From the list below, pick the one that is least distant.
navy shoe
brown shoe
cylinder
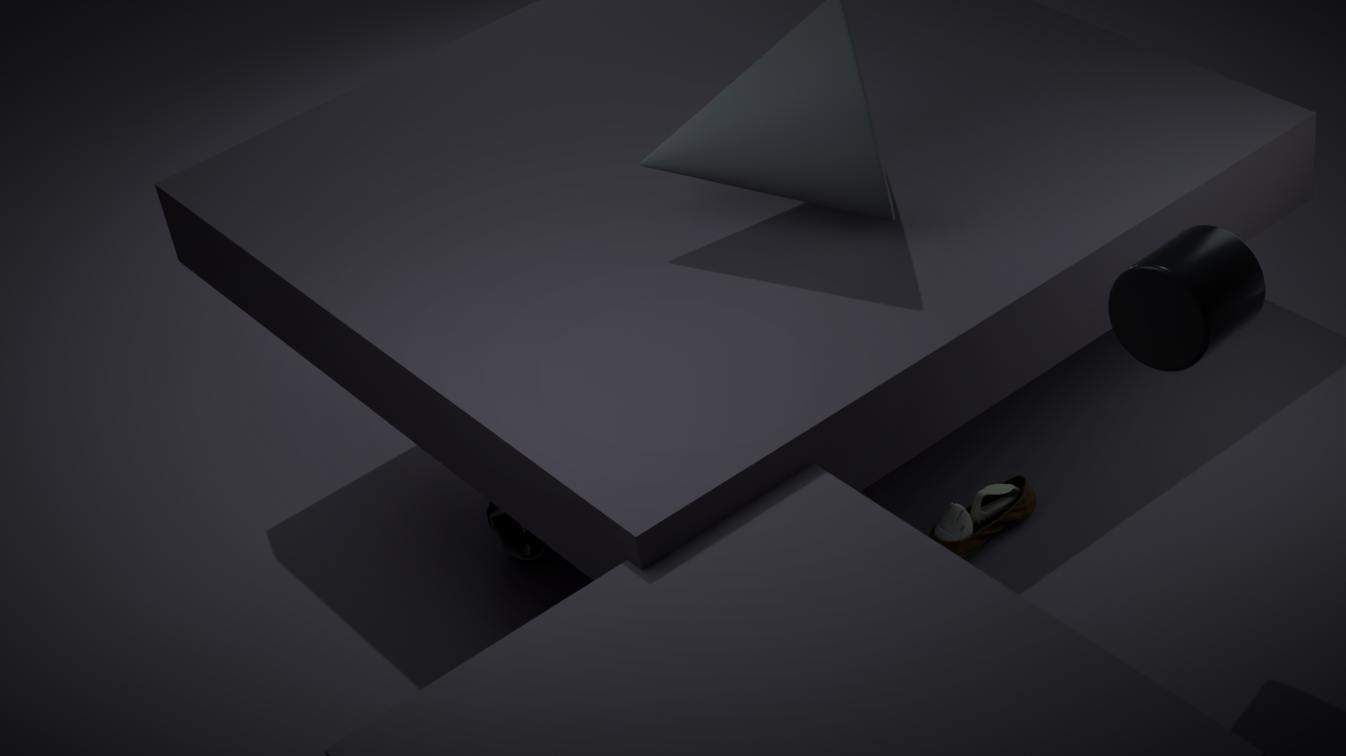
cylinder
